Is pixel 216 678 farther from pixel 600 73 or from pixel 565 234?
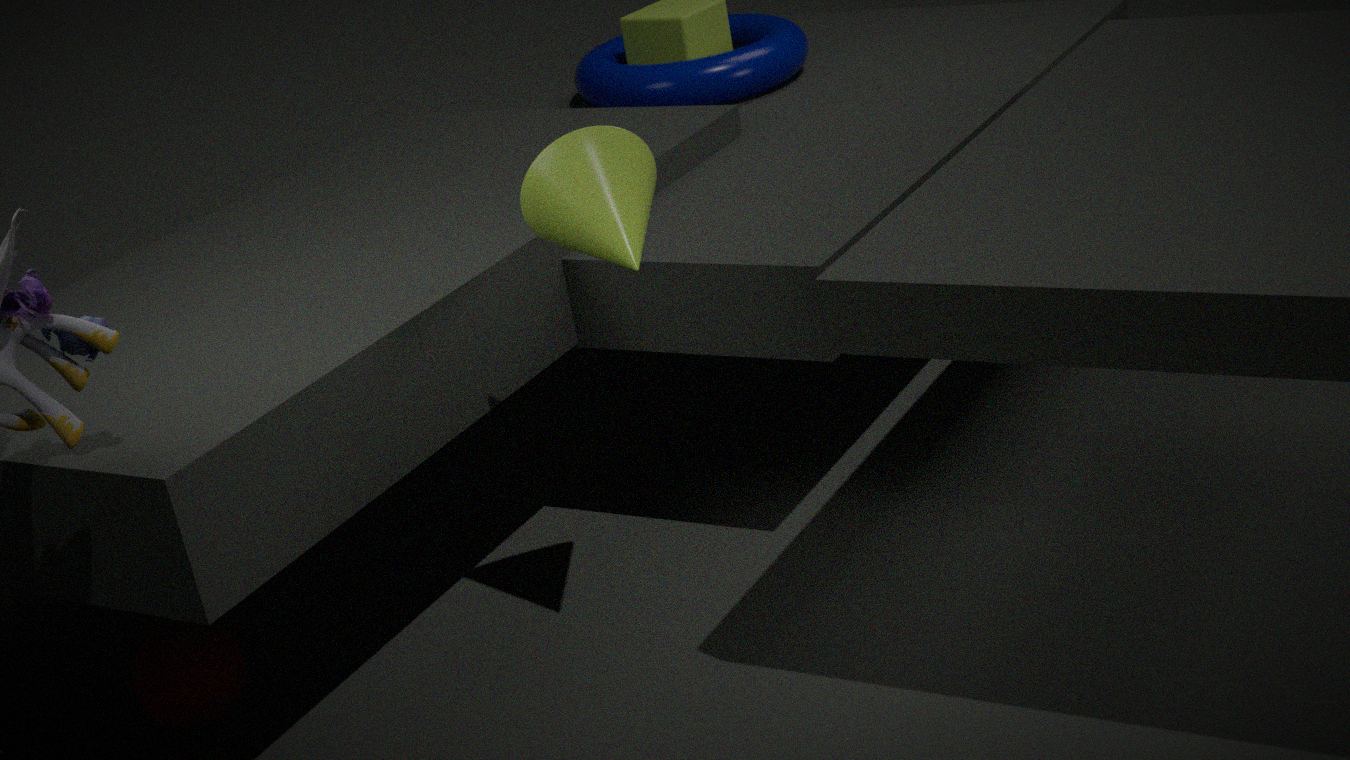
pixel 600 73
